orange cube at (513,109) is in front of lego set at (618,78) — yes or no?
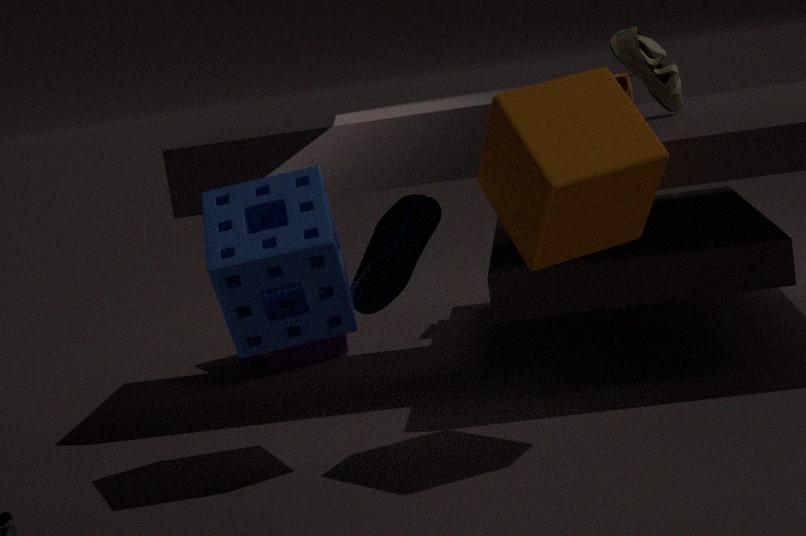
Yes
